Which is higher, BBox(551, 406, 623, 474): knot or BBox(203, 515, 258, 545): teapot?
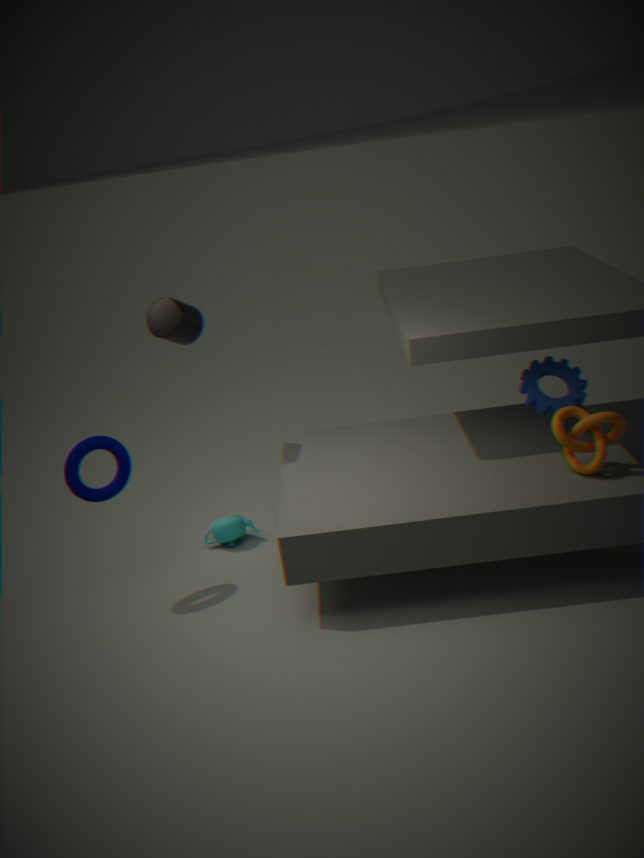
BBox(551, 406, 623, 474): knot
